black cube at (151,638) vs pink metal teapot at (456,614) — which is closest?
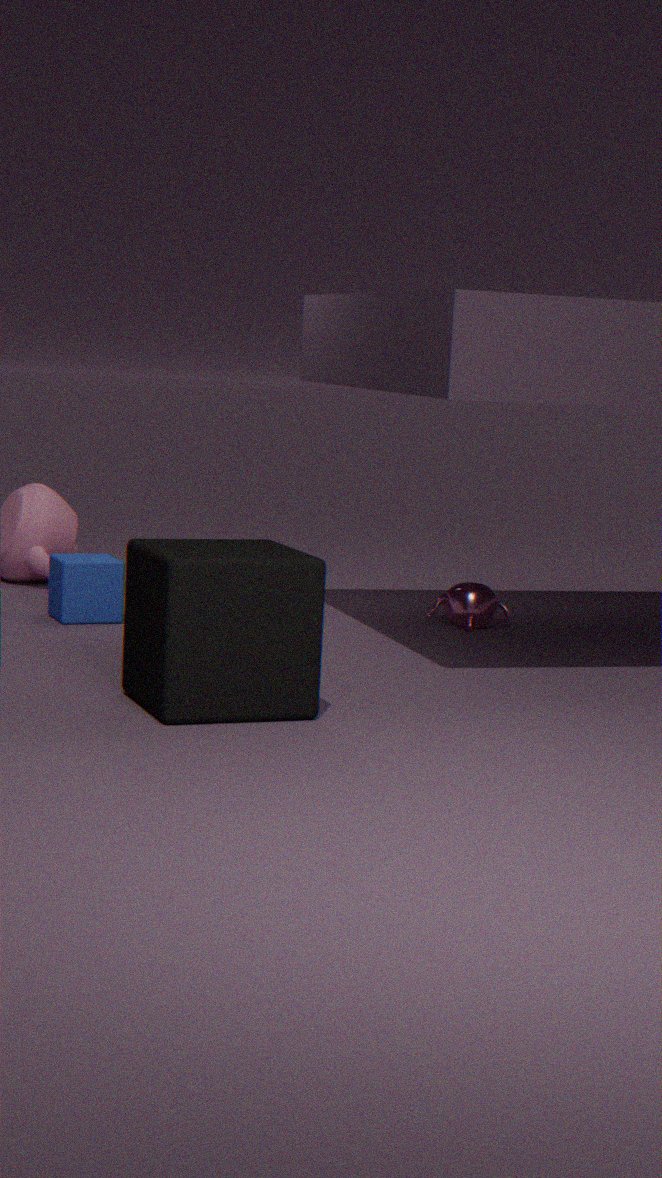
black cube at (151,638)
